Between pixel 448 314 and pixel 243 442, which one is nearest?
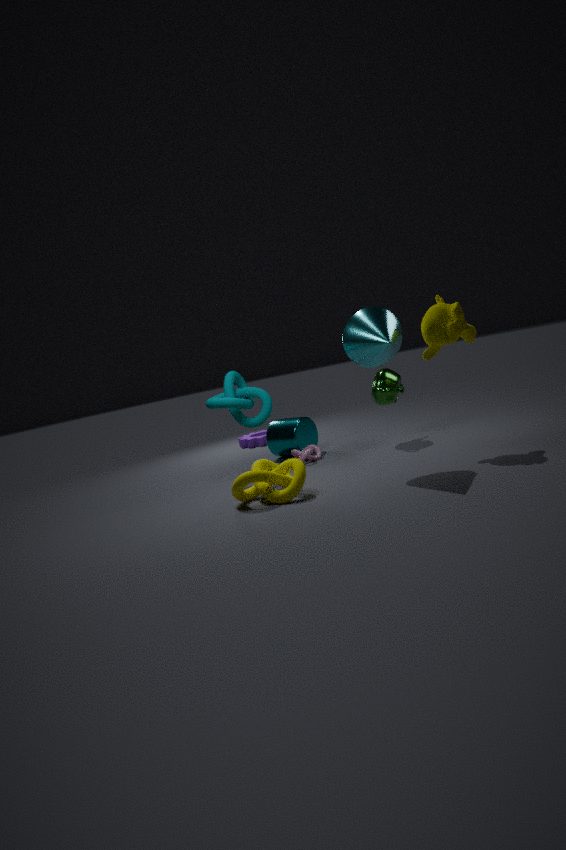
pixel 448 314
